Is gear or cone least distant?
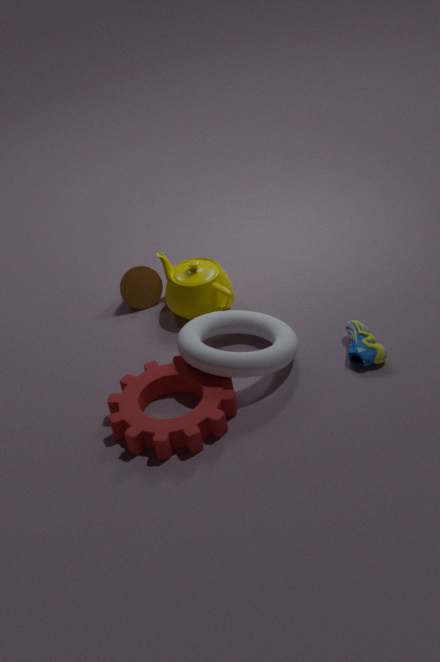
gear
